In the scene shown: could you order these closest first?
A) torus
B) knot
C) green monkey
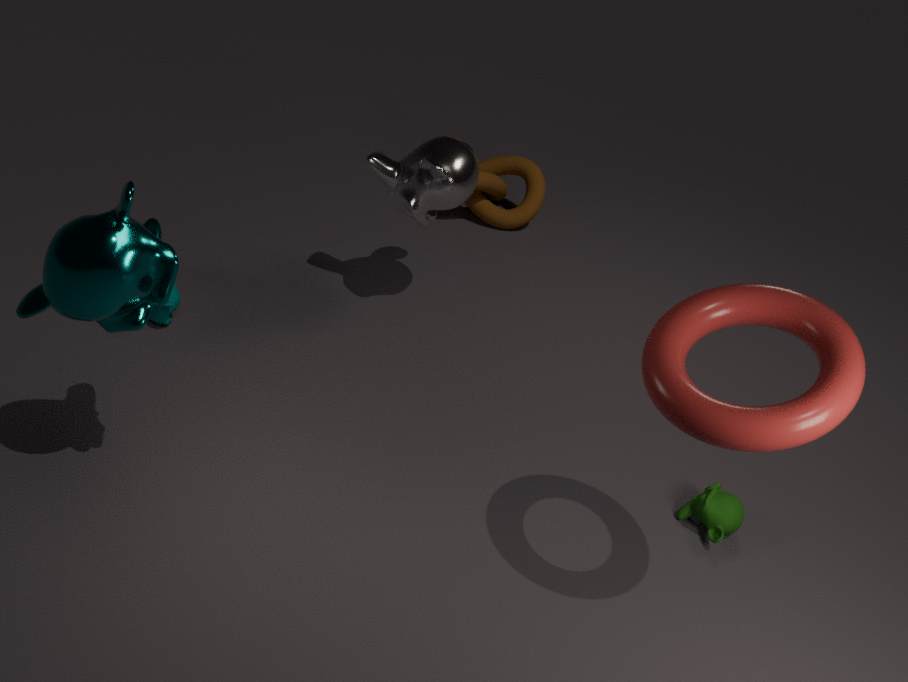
torus < green monkey < knot
